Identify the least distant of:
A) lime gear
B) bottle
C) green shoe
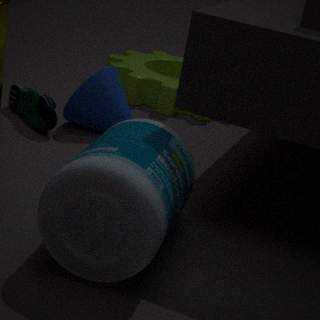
B. bottle
